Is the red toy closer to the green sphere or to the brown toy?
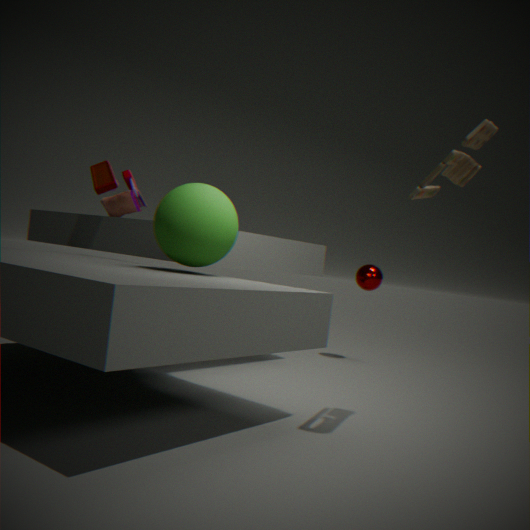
the green sphere
